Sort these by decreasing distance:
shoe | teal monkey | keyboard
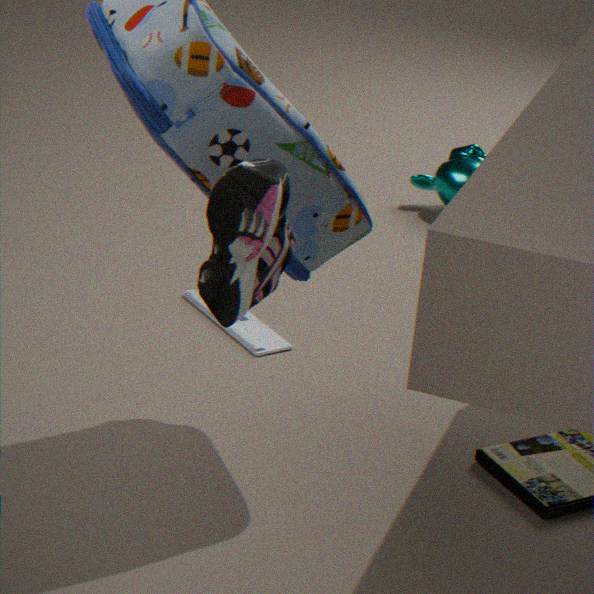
1. teal monkey
2. keyboard
3. shoe
